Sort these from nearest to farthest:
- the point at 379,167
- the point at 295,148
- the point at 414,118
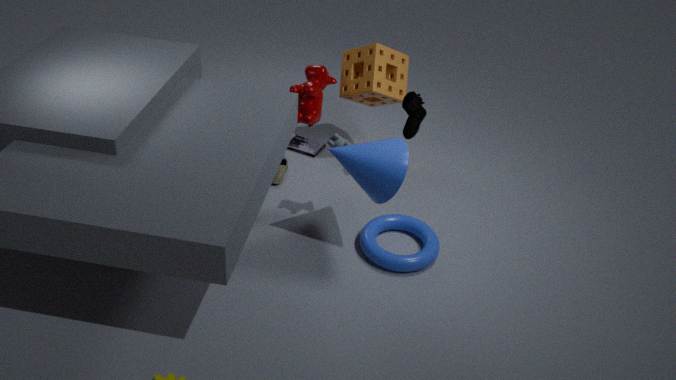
the point at 379,167 → the point at 414,118 → the point at 295,148
